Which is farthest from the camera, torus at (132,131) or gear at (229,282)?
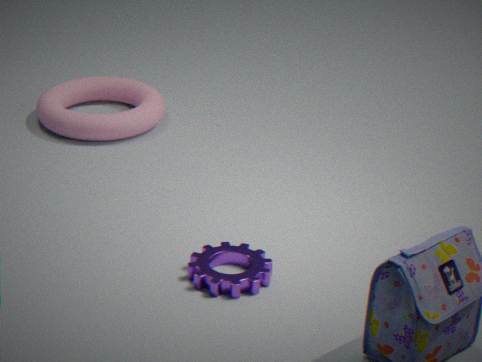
torus at (132,131)
